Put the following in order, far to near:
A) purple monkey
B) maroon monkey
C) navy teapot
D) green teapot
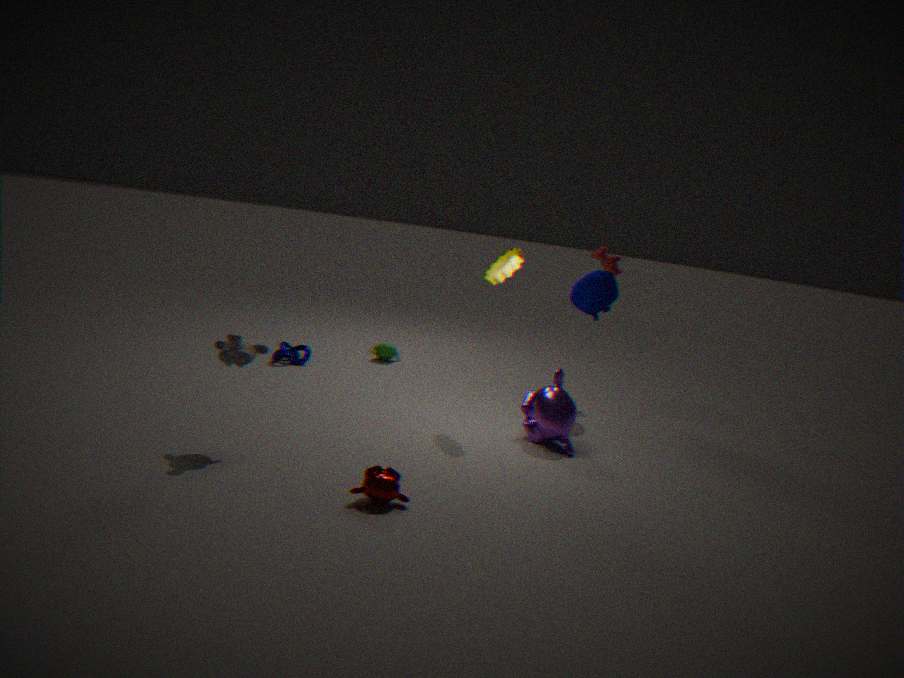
green teapot < navy teapot < purple monkey < maroon monkey
